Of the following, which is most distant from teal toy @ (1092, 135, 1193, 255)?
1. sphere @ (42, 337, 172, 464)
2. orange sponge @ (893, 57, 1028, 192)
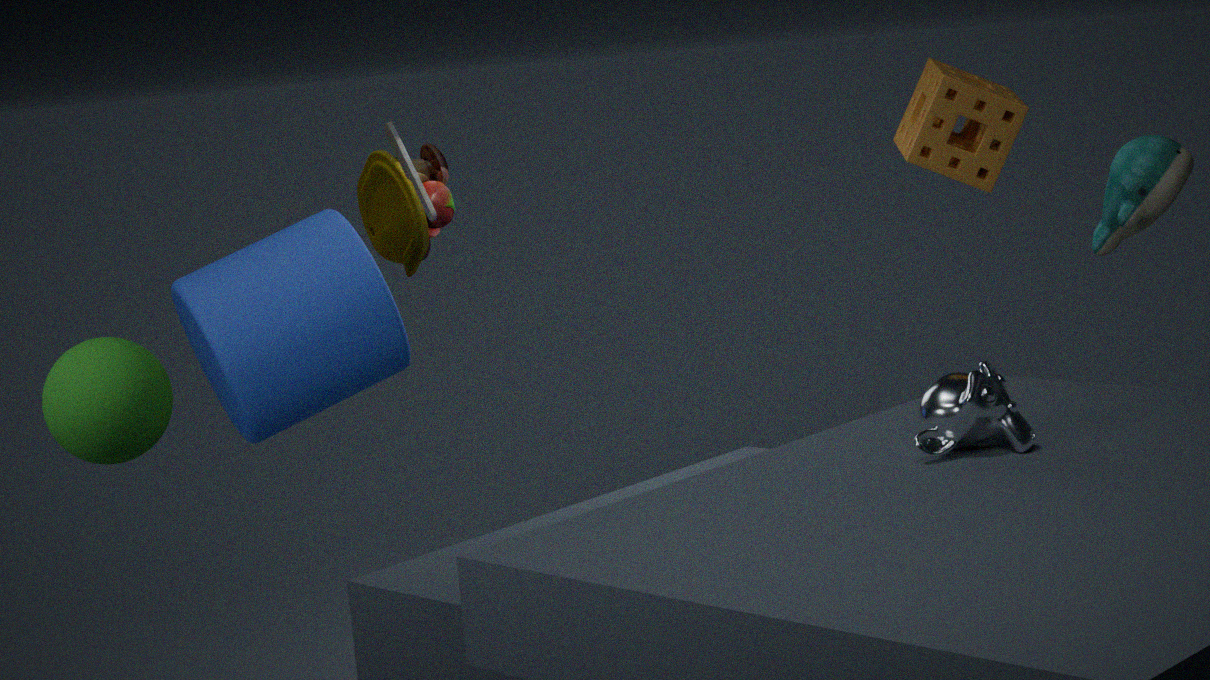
sphere @ (42, 337, 172, 464)
